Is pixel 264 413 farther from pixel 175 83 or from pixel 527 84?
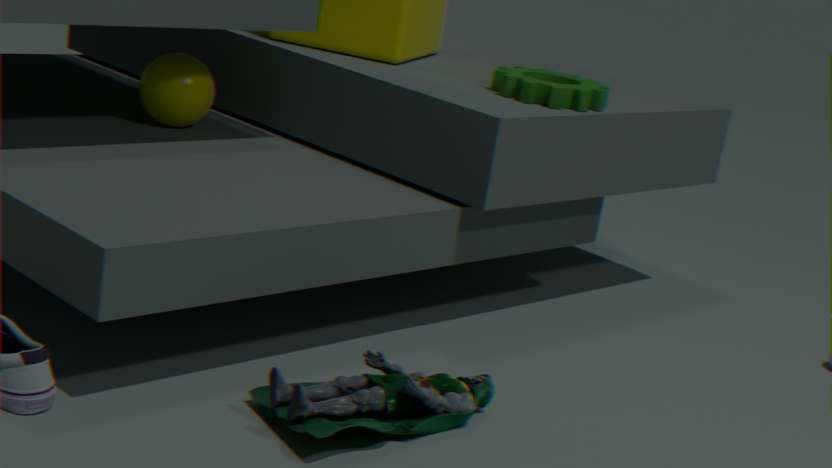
pixel 175 83
